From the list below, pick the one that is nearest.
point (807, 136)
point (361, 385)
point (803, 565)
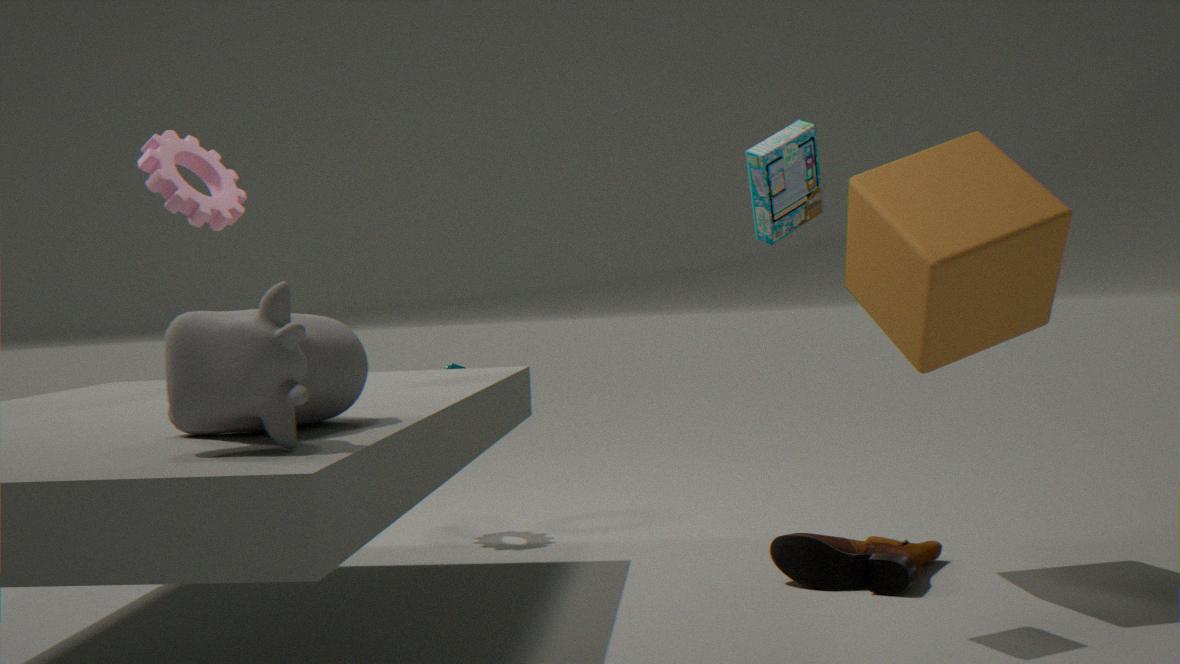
point (361, 385)
